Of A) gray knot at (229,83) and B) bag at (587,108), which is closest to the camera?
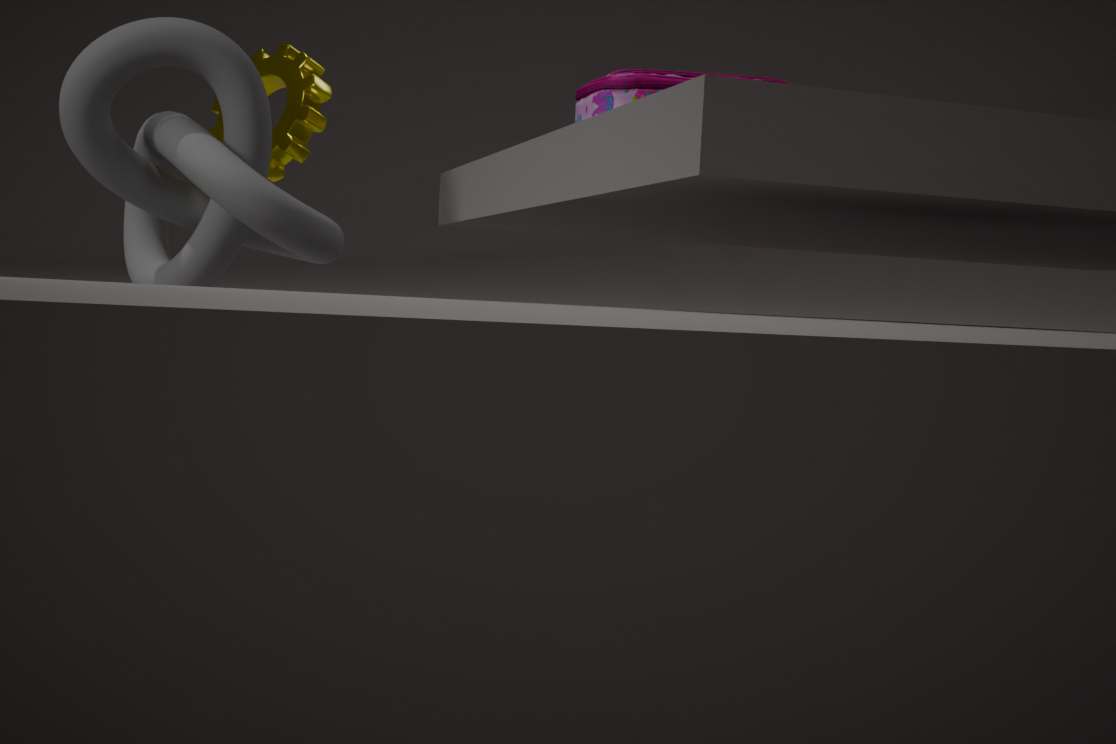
A. gray knot at (229,83)
